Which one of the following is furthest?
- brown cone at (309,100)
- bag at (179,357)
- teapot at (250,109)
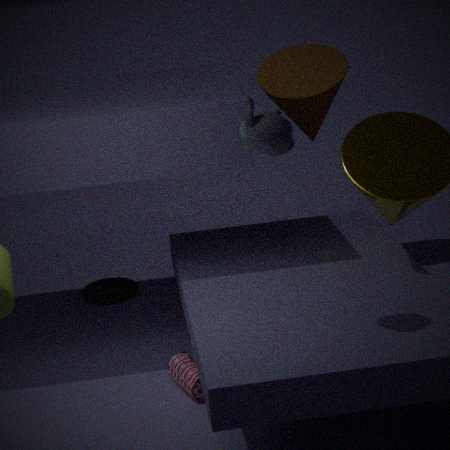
brown cone at (309,100)
